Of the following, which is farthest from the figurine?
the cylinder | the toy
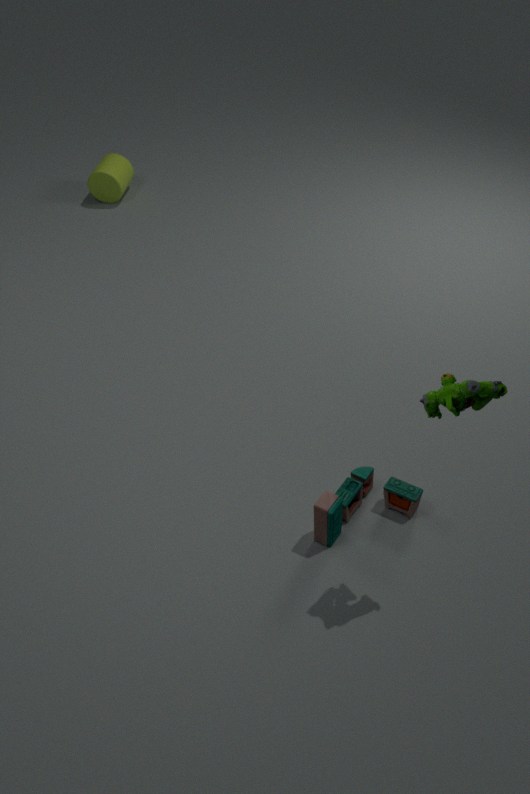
the cylinder
